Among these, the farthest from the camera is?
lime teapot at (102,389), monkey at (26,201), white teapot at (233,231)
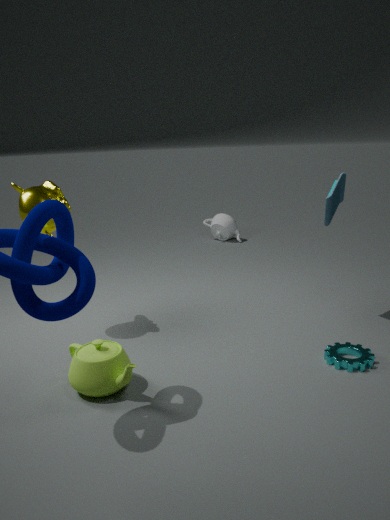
white teapot at (233,231)
